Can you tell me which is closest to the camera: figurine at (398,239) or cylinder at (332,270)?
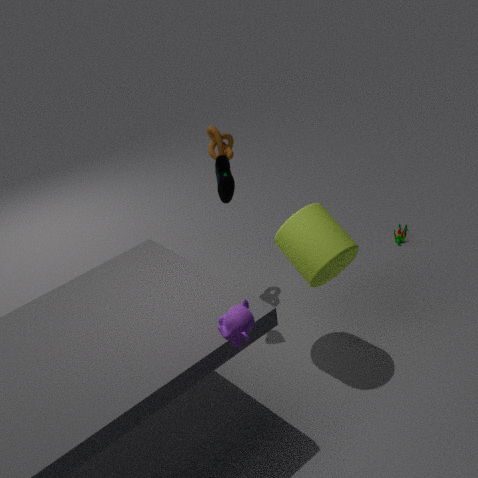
cylinder at (332,270)
